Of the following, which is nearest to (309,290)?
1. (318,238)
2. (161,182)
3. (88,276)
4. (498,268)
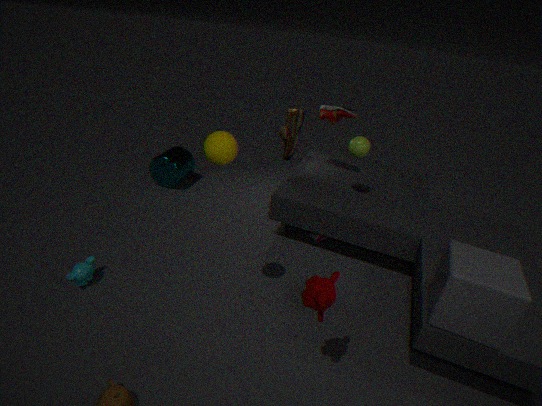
(498,268)
